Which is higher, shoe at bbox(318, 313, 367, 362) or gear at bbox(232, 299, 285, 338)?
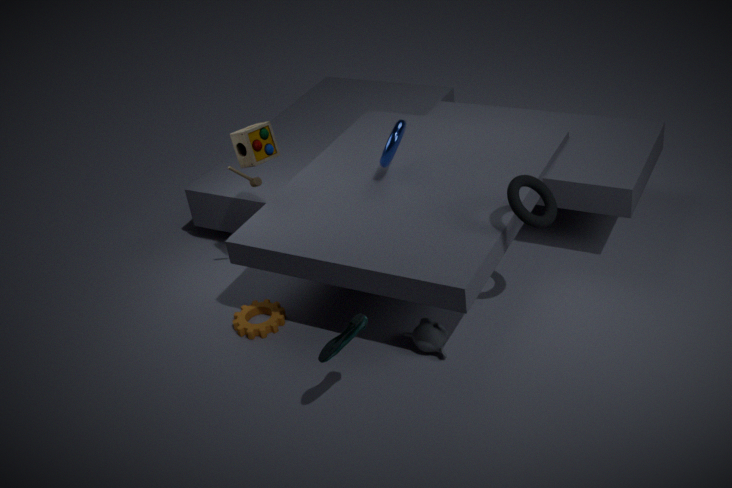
shoe at bbox(318, 313, 367, 362)
